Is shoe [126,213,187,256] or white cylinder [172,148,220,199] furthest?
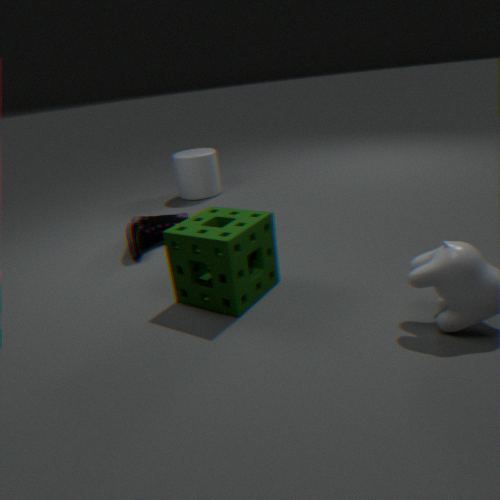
white cylinder [172,148,220,199]
